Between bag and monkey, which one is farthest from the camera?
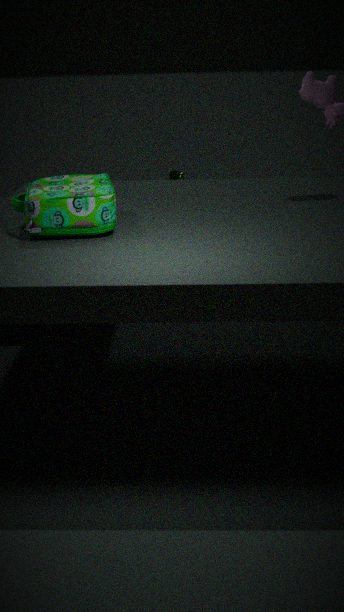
monkey
